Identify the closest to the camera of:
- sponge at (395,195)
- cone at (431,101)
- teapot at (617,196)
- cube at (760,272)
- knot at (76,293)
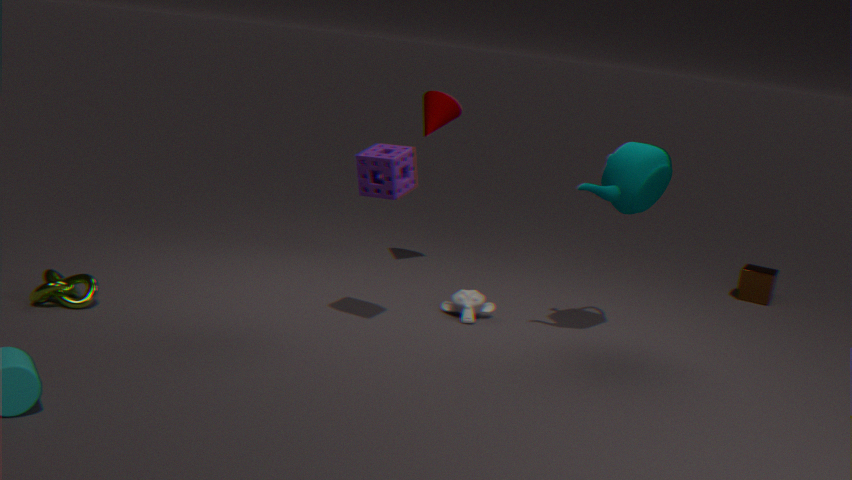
sponge at (395,195)
